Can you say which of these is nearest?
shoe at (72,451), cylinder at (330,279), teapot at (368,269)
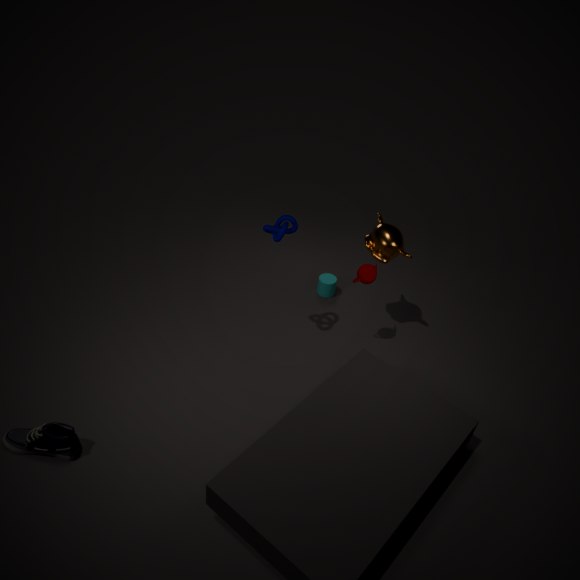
shoe at (72,451)
